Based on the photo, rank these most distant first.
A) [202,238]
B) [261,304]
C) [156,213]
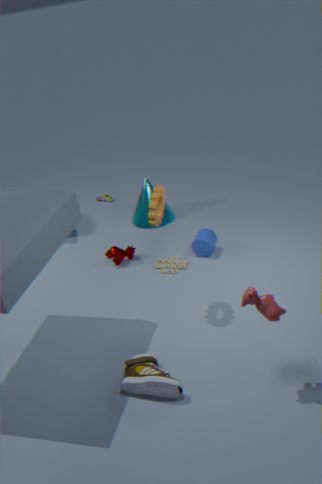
[202,238] → [156,213] → [261,304]
